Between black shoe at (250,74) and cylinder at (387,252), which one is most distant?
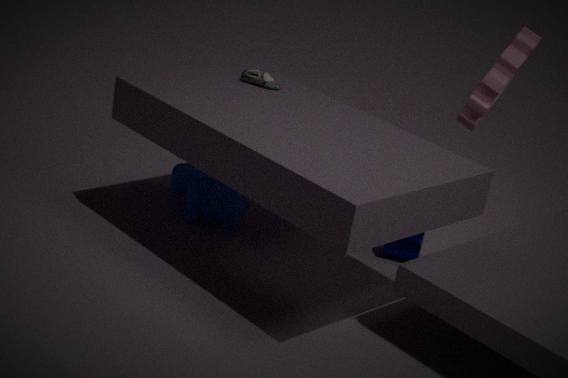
cylinder at (387,252)
